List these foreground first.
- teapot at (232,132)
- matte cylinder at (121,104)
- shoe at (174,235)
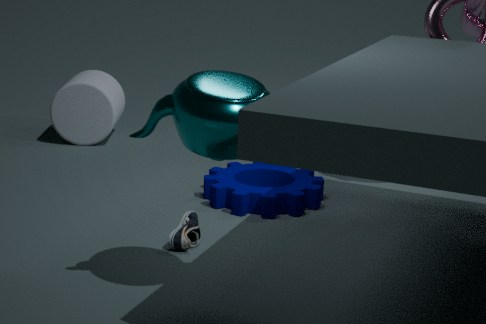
teapot at (232,132)
shoe at (174,235)
matte cylinder at (121,104)
